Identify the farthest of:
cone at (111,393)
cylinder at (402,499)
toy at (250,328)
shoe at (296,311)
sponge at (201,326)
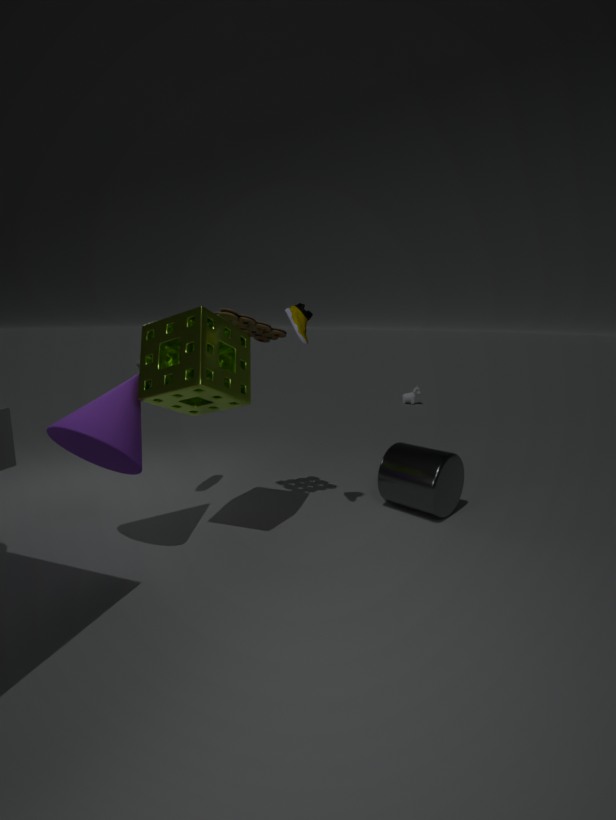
cylinder at (402,499)
